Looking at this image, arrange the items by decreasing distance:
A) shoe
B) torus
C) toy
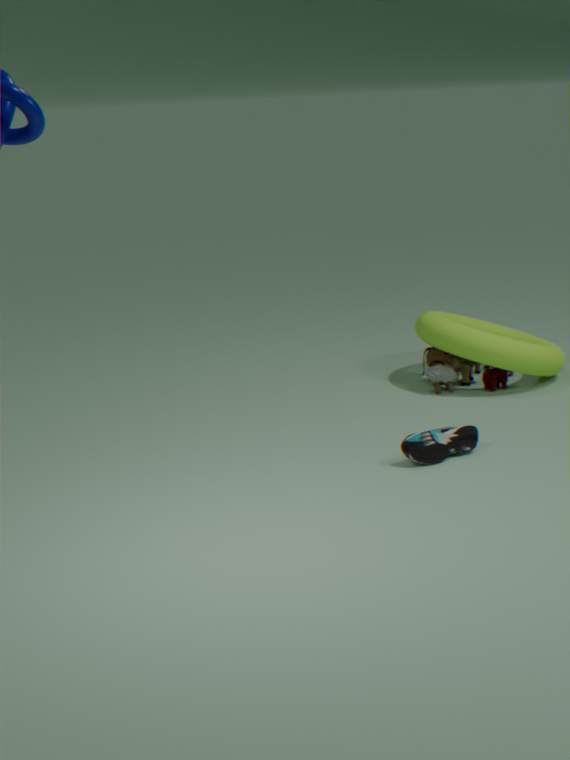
toy < torus < shoe
